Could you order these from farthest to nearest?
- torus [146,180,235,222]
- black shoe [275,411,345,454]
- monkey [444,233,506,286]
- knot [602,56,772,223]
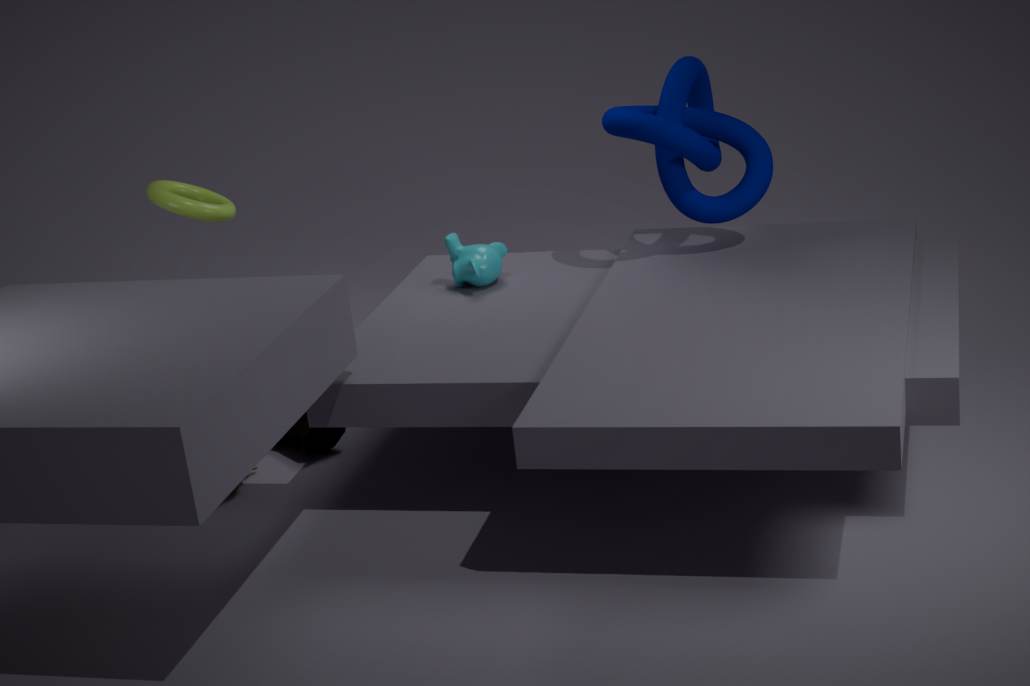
1. monkey [444,233,506,286]
2. black shoe [275,411,345,454]
3. knot [602,56,772,223]
4. torus [146,180,235,222]
